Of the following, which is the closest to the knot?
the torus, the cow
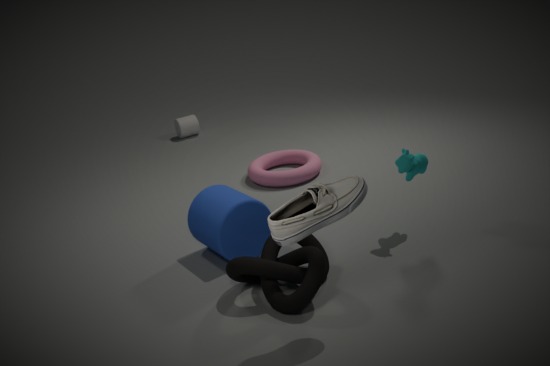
the cow
